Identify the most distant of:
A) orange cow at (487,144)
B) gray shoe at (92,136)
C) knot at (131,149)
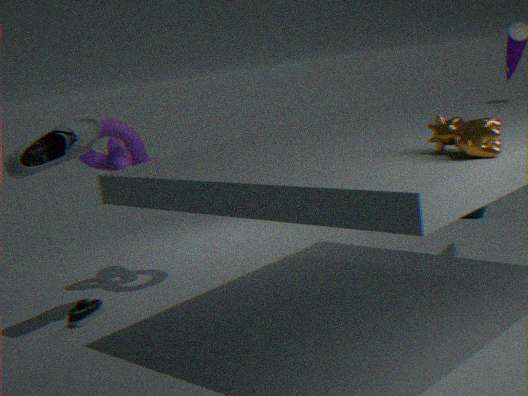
knot at (131,149)
